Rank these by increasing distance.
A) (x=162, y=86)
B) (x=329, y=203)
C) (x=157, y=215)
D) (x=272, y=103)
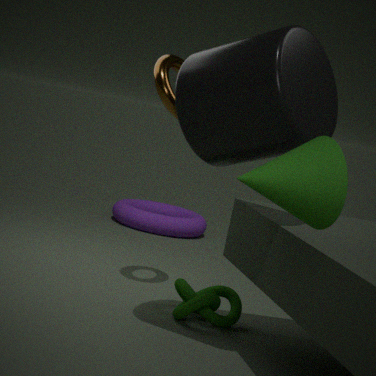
(x=329, y=203) → (x=272, y=103) → (x=162, y=86) → (x=157, y=215)
